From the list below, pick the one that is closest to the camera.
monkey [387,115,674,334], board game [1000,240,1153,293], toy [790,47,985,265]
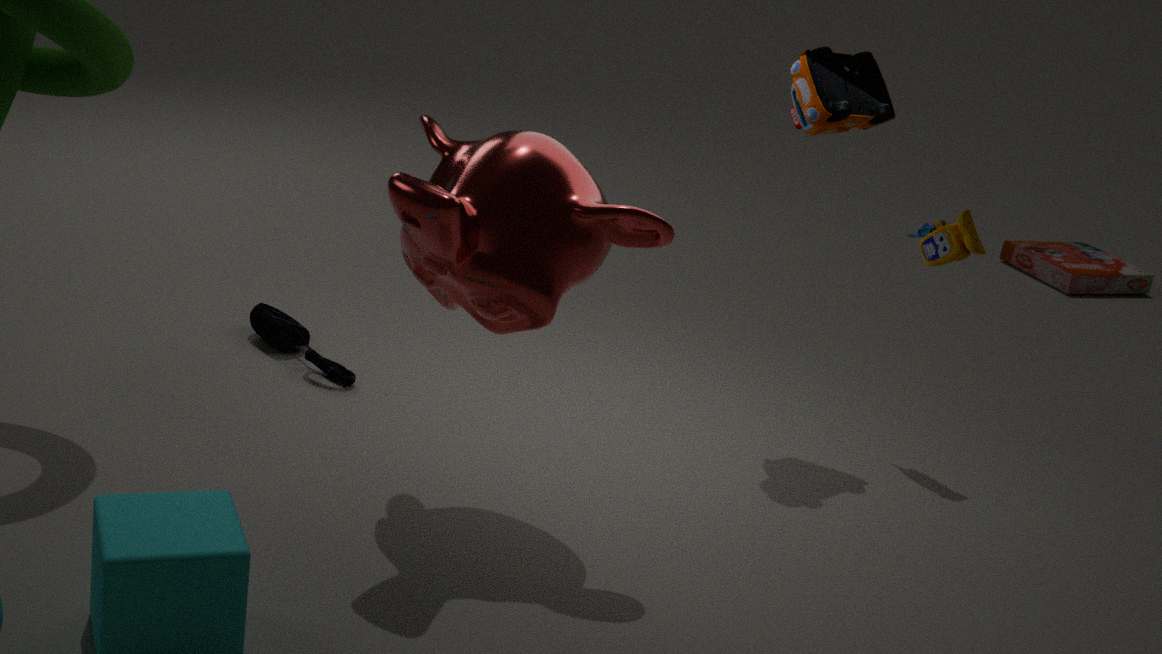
monkey [387,115,674,334]
